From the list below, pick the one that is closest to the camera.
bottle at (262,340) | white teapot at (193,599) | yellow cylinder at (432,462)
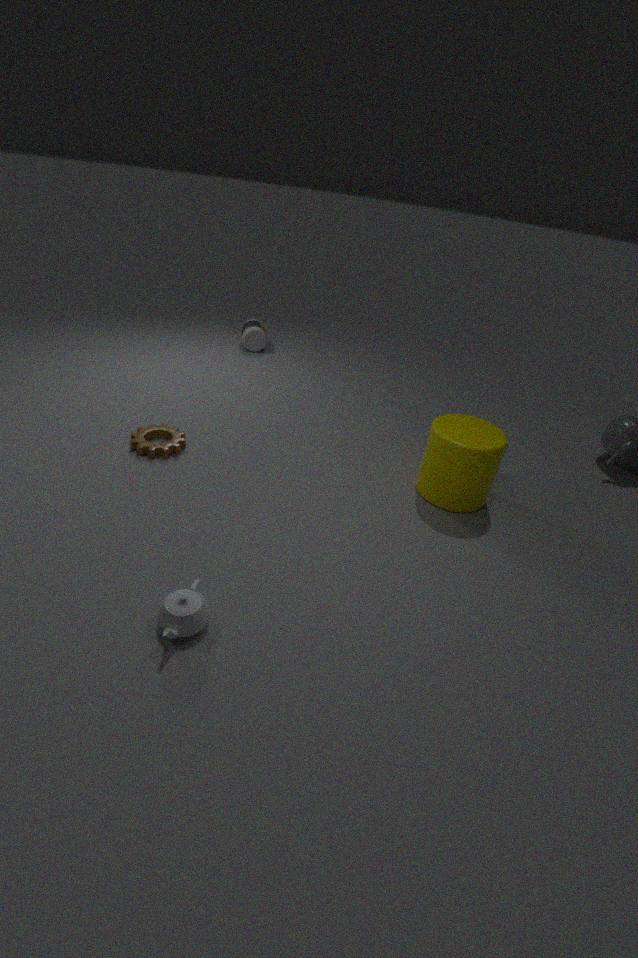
white teapot at (193,599)
